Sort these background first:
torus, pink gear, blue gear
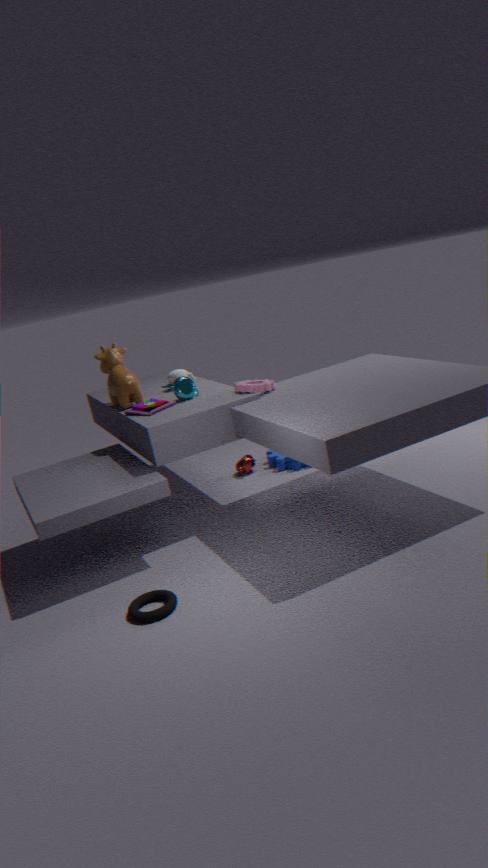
blue gear
pink gear
torus
